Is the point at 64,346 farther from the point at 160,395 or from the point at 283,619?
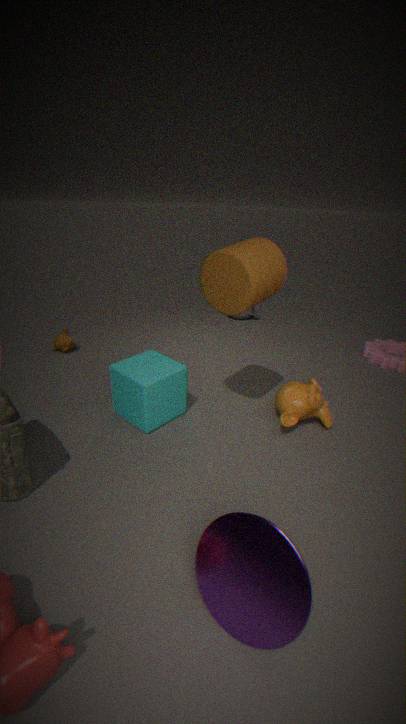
the point at 283,619
